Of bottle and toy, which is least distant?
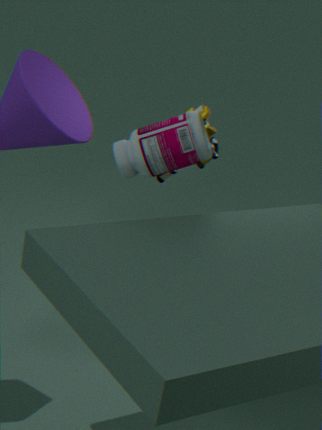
bottle
